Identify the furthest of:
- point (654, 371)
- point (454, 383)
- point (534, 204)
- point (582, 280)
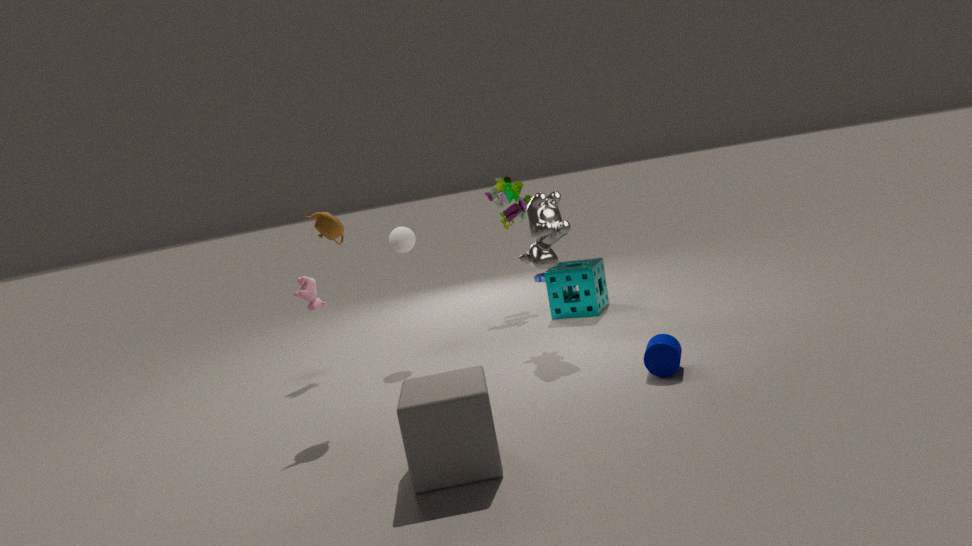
point (582, 280)
